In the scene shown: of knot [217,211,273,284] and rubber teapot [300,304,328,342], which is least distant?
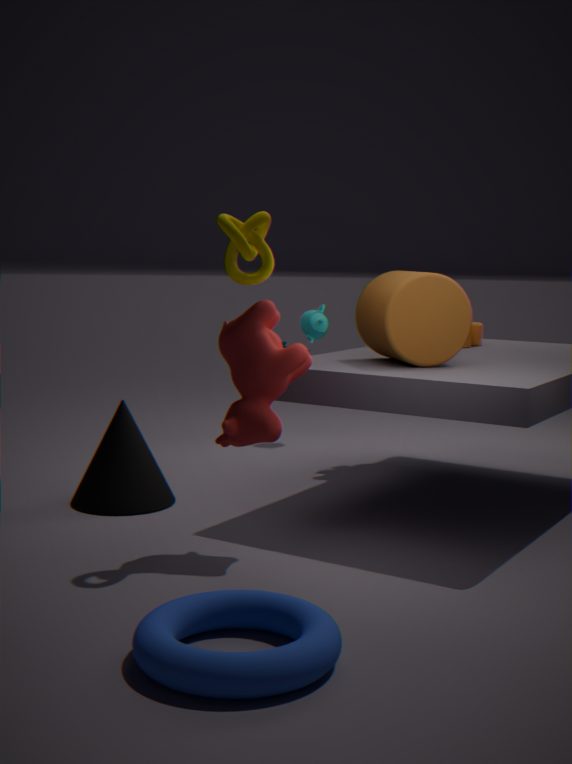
knot [217,211,273,284]
